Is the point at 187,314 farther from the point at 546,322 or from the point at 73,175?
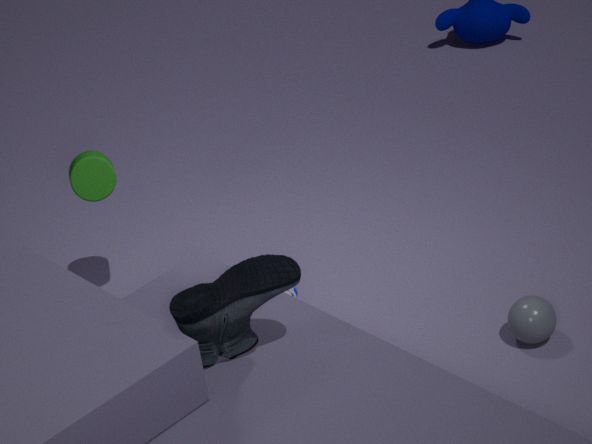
the point at 73,175
